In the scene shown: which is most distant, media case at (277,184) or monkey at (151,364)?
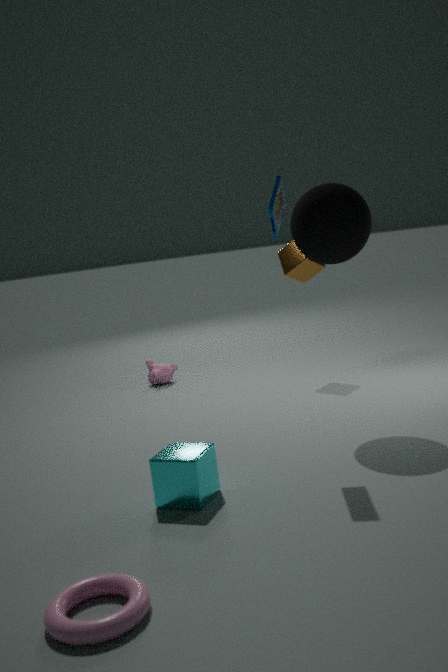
monkey at (151,364)
